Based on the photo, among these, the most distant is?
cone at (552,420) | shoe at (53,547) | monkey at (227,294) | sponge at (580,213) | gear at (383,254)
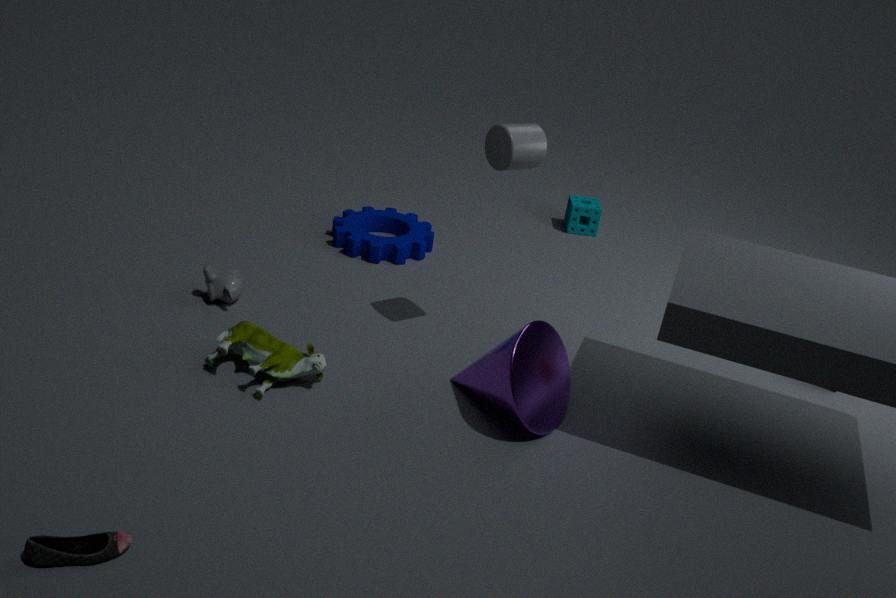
sponge at (580,213)
